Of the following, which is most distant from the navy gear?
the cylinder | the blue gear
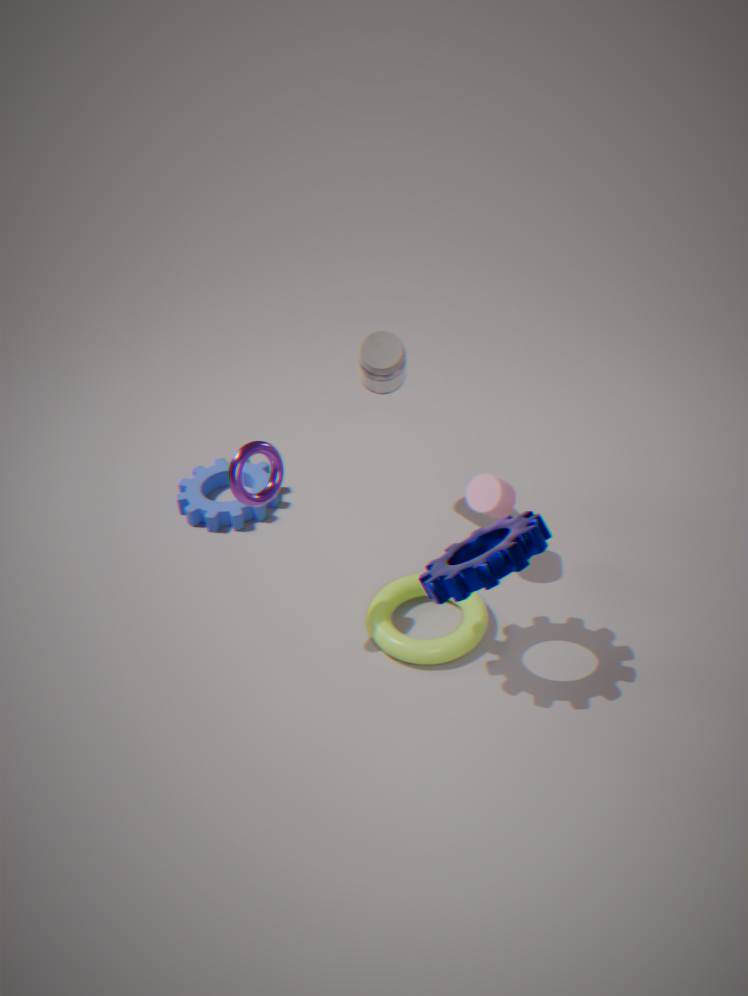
the blue gear
